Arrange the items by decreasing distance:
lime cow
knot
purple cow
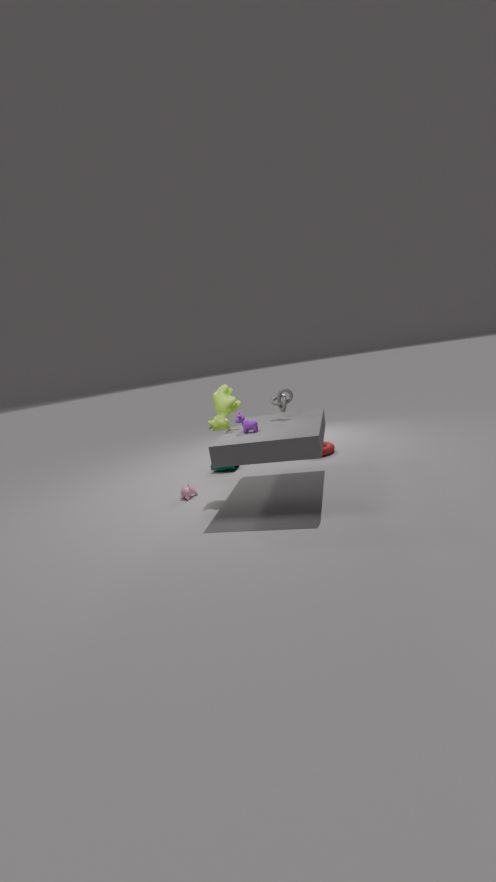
knot < lime cow < purple cow
